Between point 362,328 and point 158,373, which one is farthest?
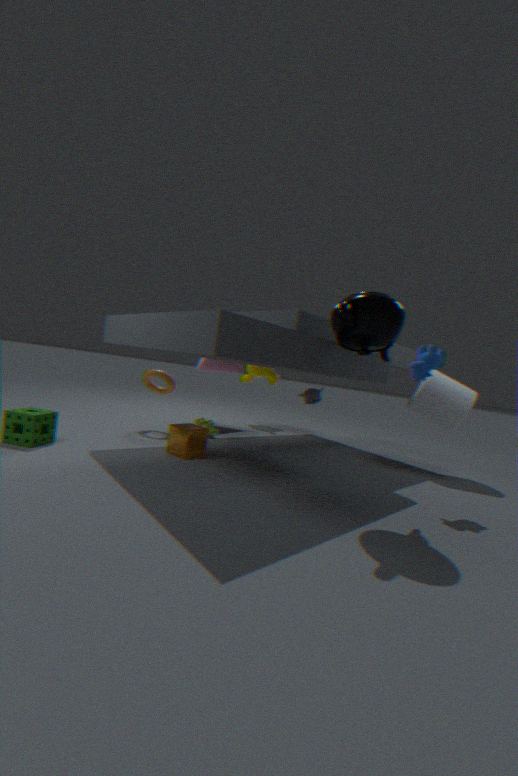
point 158,373
